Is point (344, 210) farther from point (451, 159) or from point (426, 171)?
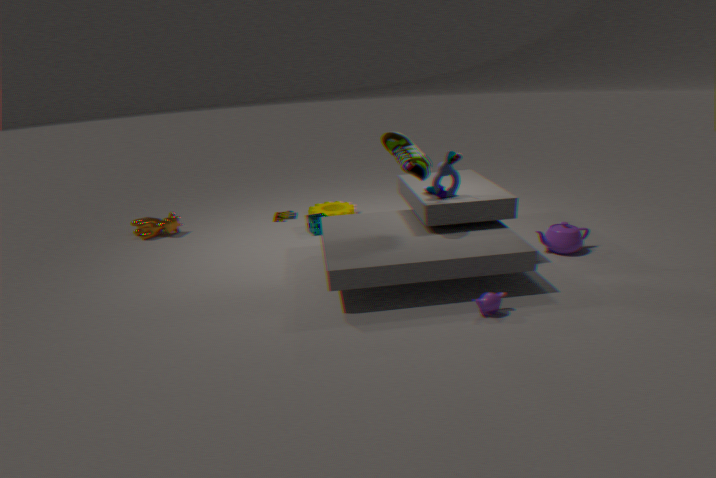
point (426, 171)
